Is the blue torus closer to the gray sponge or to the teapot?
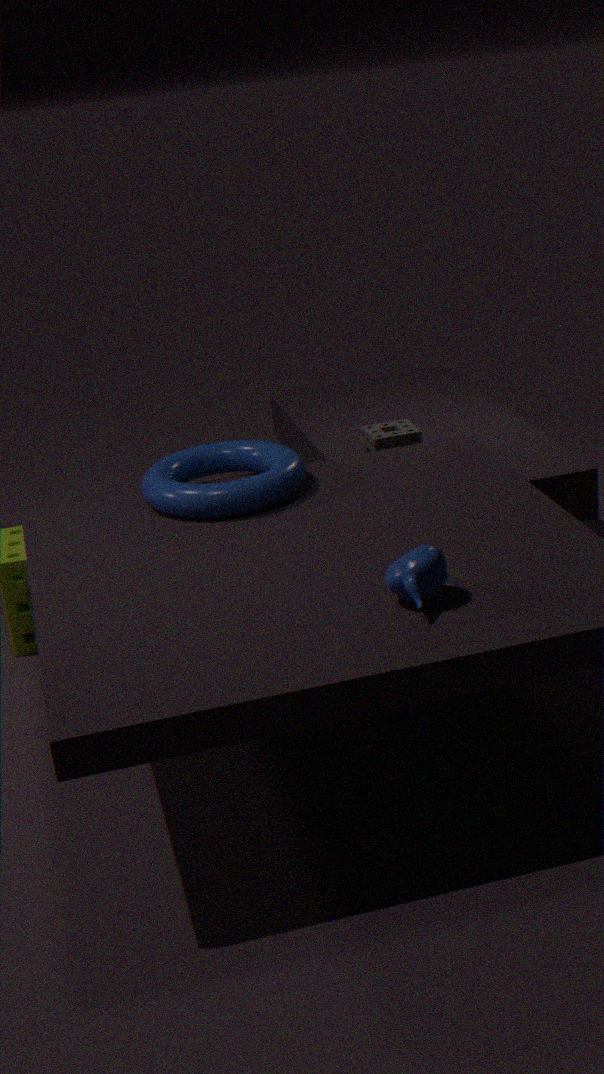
the gray sponge
